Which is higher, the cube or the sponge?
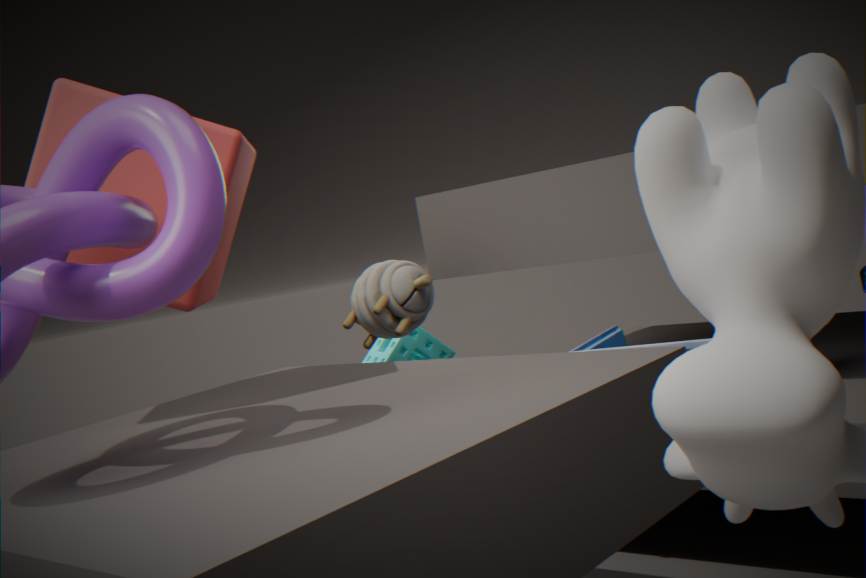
the cube
